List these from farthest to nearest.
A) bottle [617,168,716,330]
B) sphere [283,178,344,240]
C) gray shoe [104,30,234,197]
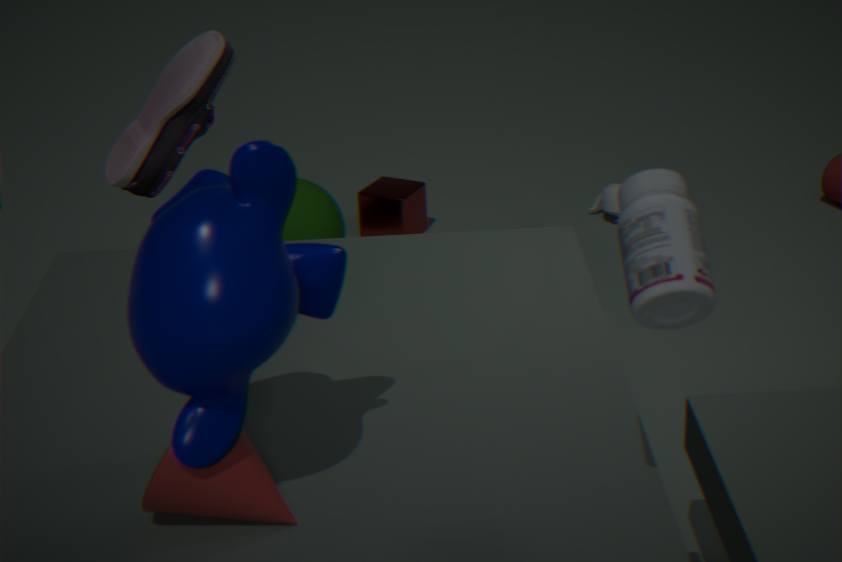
sphere [283,178,344,240] → gray shoe [104,30,234,197] → bottle [617,168,716,330]
